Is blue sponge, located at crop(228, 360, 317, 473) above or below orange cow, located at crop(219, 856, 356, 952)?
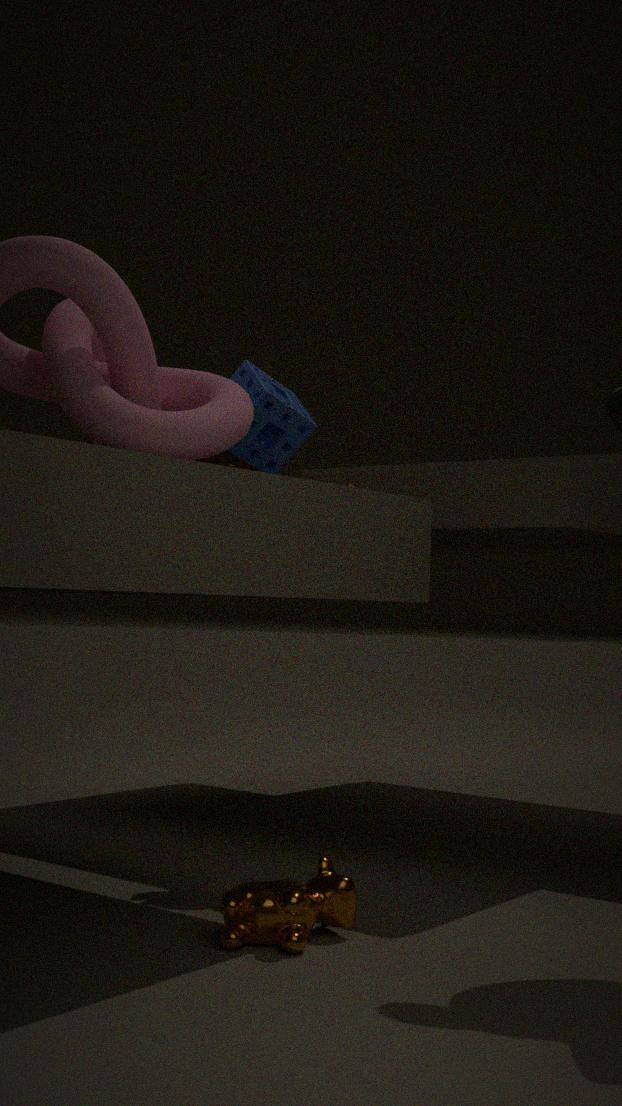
above
